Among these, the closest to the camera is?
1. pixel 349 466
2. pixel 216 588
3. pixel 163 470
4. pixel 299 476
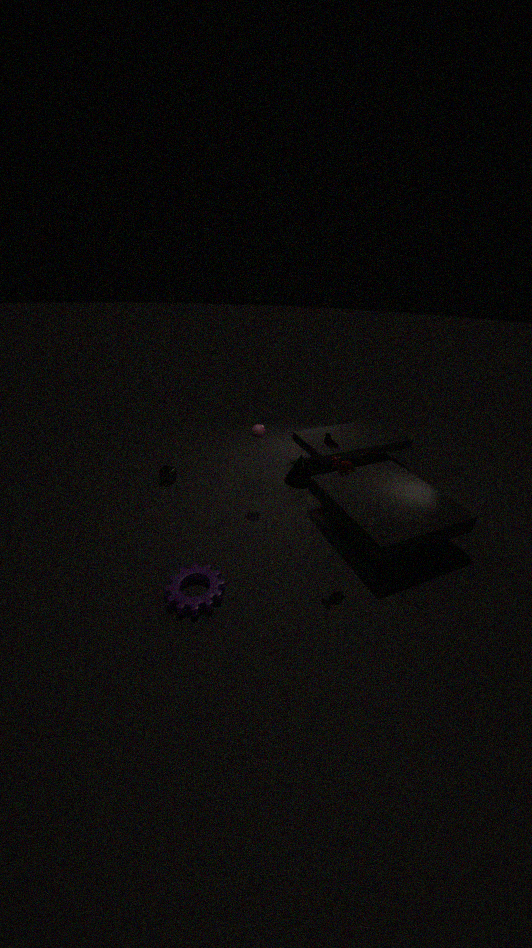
pixel 349 466
